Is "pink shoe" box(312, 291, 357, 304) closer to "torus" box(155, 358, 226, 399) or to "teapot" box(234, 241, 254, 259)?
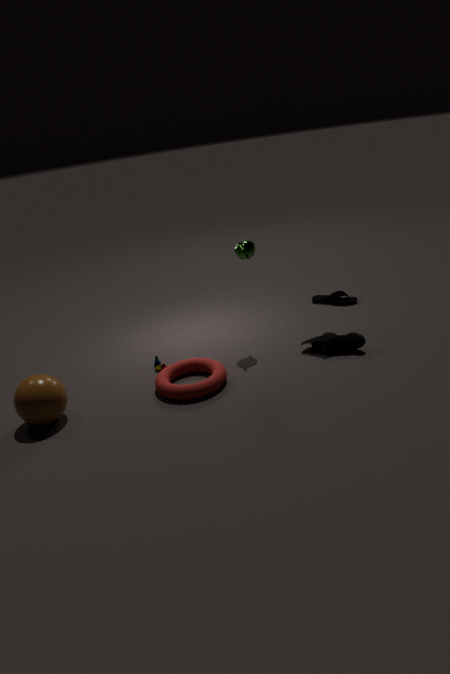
"teapot" box(234, 241, 254, 259)
